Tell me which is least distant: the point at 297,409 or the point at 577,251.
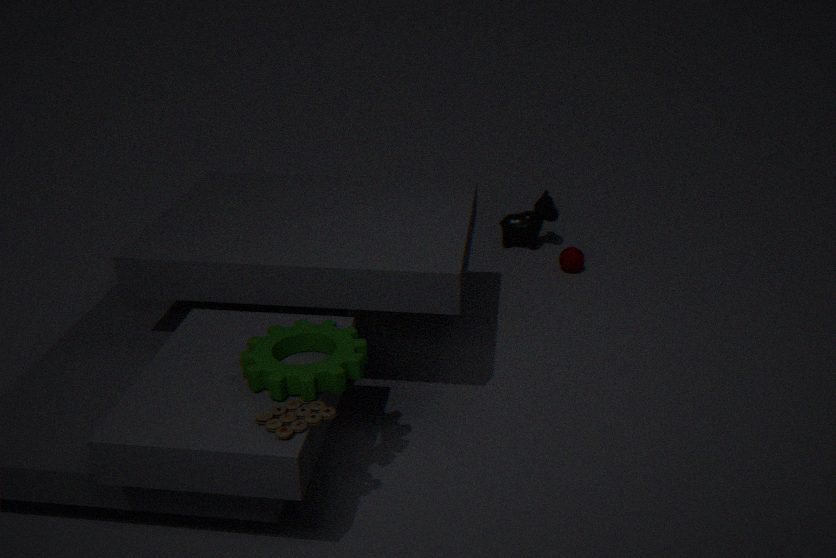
the point at 297,409
